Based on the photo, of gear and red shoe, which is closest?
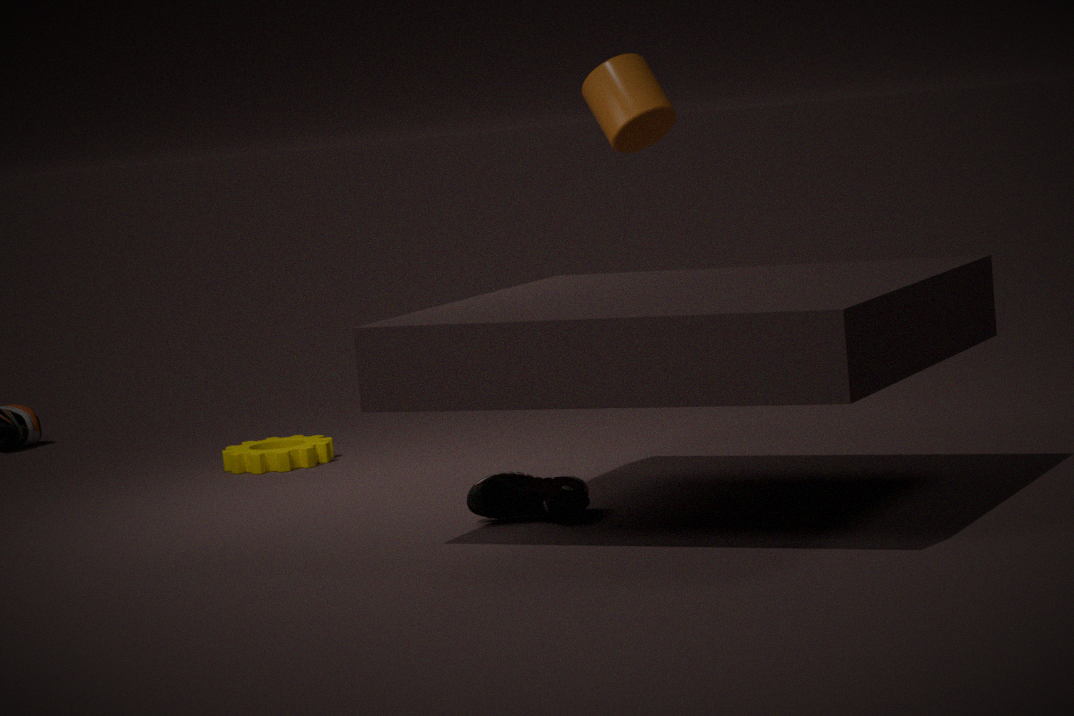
red shoe
